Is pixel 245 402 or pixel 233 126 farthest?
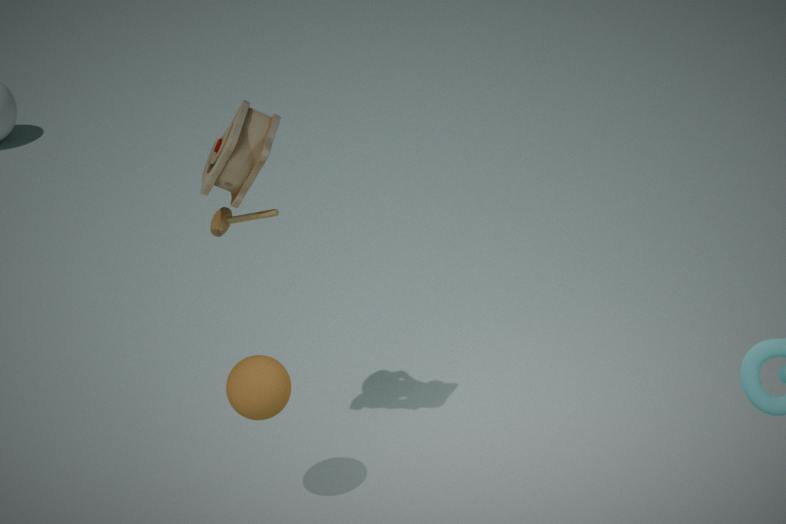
pixel 245 402
